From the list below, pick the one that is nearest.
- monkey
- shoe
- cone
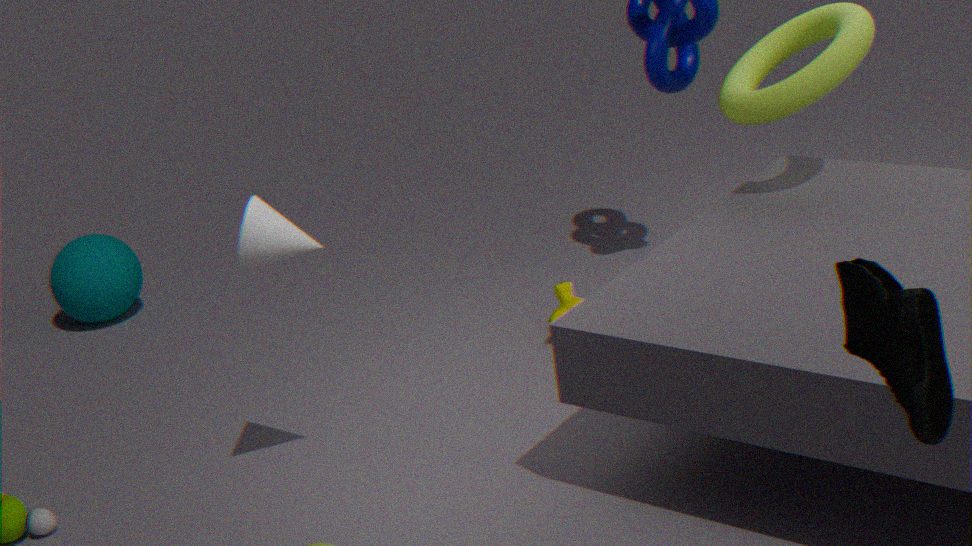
shoe
